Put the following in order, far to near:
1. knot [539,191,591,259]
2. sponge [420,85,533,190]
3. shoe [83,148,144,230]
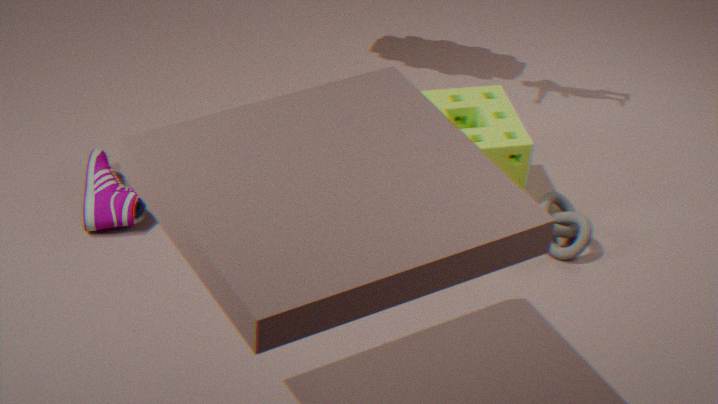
knot [539,191,591,259] → sponge [420,85,533,190] → shoe [83,148,144,230]
